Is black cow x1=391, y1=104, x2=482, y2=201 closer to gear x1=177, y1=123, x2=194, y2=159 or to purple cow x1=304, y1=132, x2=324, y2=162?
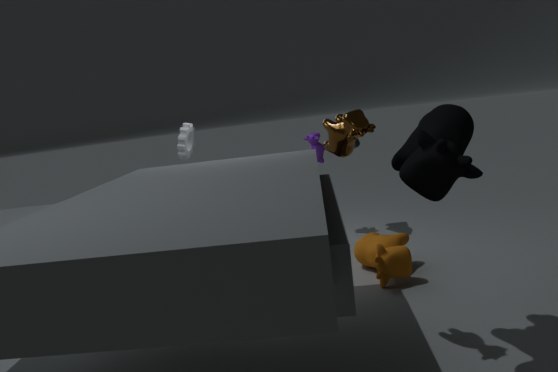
purple cow x1=304, y1=132, x2=324, y2=162
